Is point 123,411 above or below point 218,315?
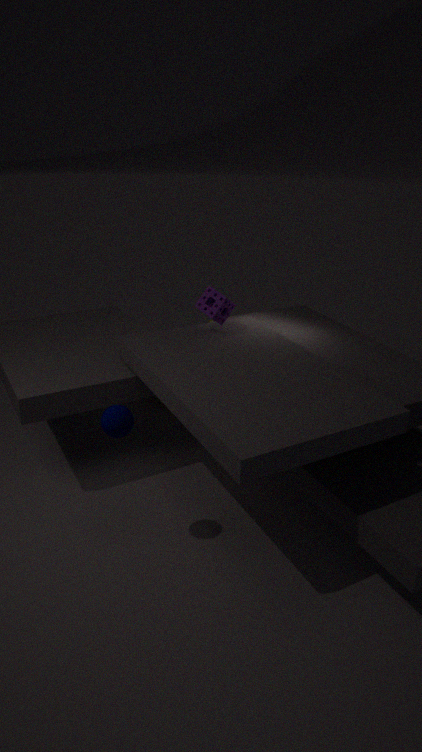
below
